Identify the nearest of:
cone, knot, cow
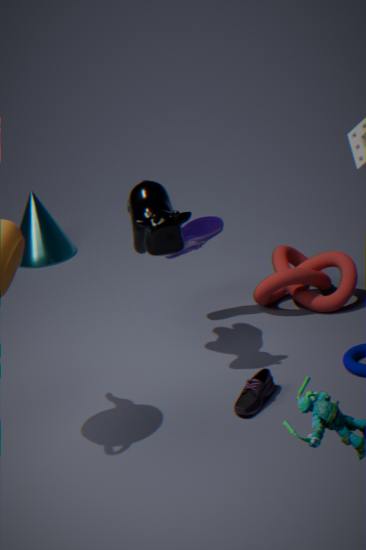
cow
